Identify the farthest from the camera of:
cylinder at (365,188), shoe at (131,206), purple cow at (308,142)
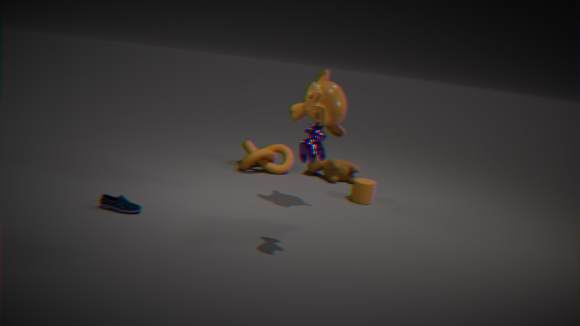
cylinder at (365,188)
